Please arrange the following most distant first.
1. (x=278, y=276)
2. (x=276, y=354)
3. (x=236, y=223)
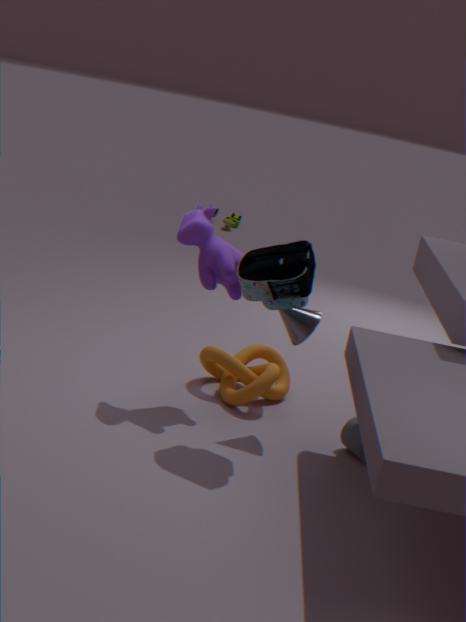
1. (x=236, y=223)
2. (x=276, y=354)
3. (x=278, y=276)
